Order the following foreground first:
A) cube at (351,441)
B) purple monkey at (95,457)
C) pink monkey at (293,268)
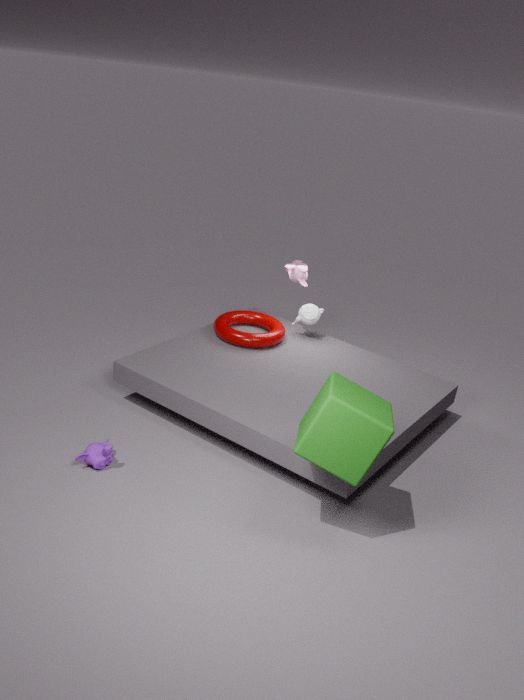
cube at (351,441) < purple monkey at (95,457) < pink monkey at (293,268)
